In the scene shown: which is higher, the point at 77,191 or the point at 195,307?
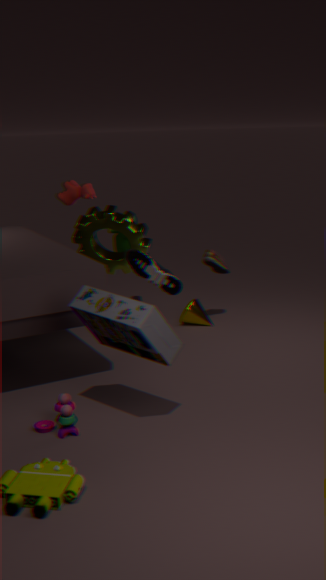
the point at 77,191
